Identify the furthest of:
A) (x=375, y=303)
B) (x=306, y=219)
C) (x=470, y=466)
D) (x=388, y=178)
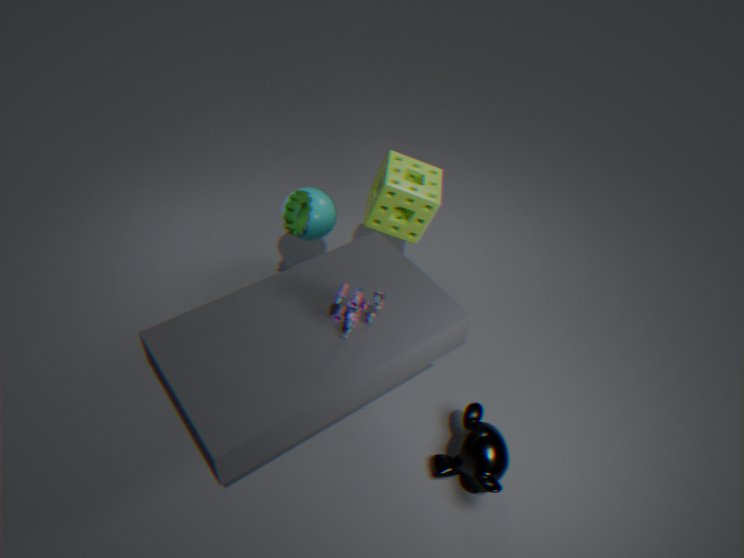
(x=306, y=219)
